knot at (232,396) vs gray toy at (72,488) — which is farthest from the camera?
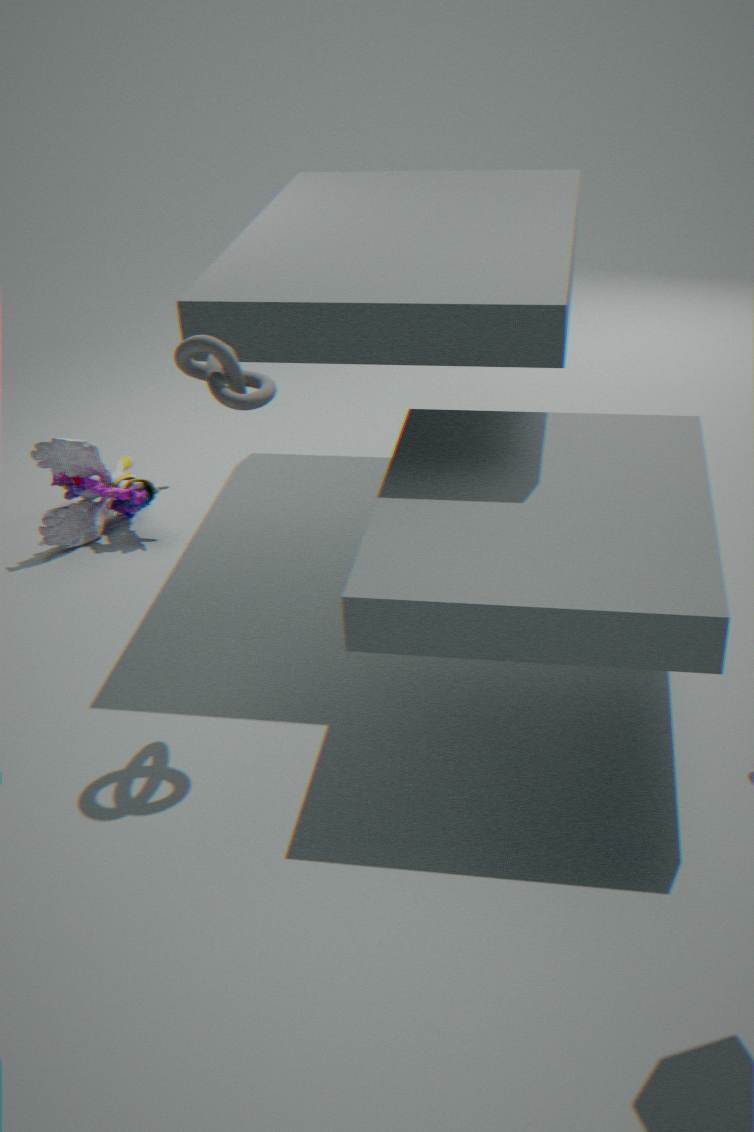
gray toy at (72,488)
